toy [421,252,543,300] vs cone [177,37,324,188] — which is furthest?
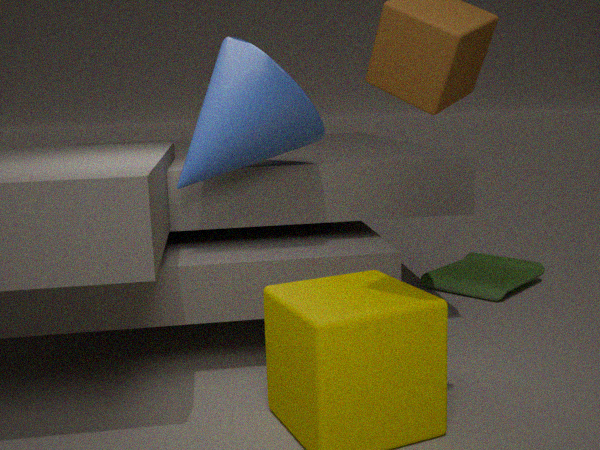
toy [421,252,543,300]
